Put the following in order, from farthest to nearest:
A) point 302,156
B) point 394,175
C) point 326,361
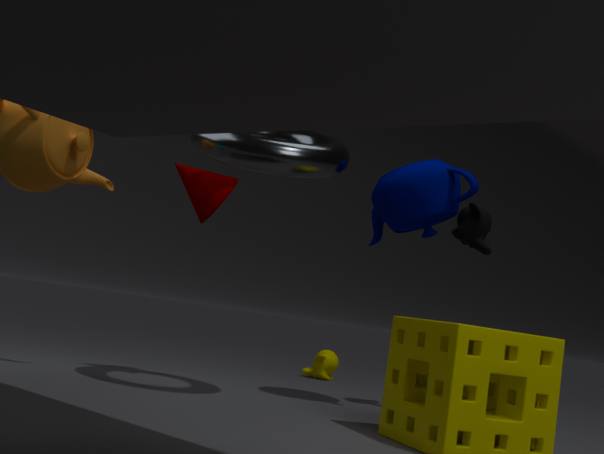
point 326,361
point 394,175
point 302,156
